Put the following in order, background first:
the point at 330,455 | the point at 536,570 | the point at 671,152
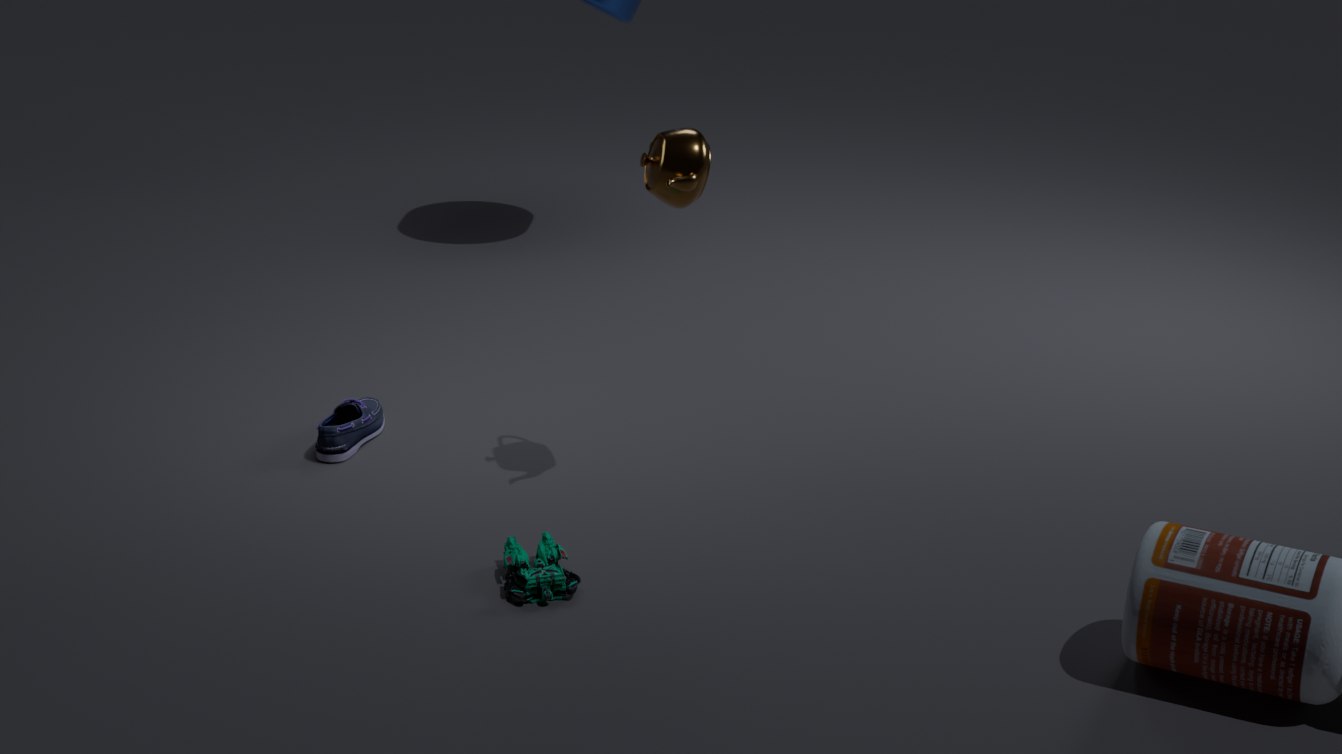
1. the point at 330,455
2. the point at 671,152
3. the point at 536,570
